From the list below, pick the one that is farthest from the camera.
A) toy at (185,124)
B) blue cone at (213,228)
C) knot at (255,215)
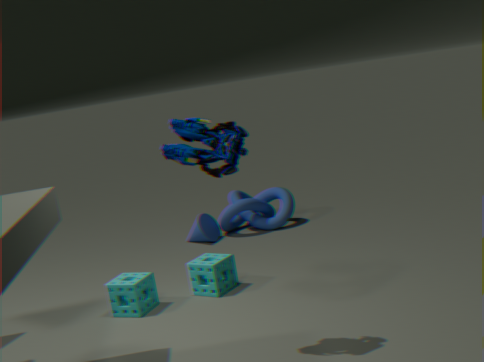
knot at (255,215)
